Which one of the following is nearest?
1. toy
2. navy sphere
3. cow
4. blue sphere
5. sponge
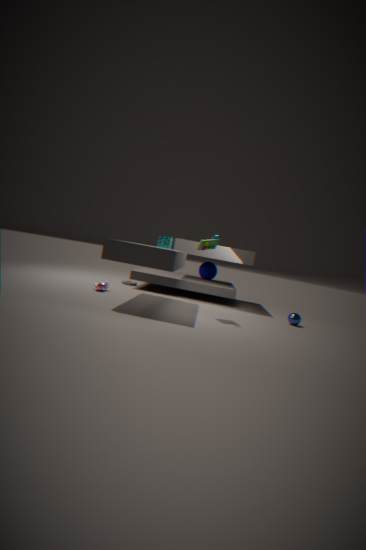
toy
